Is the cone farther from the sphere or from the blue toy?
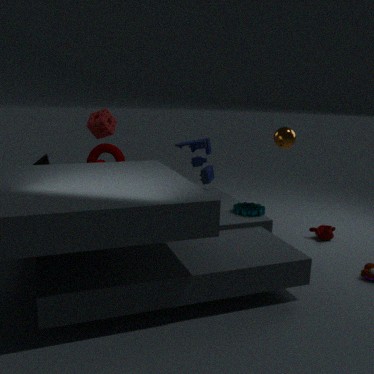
the sphere
